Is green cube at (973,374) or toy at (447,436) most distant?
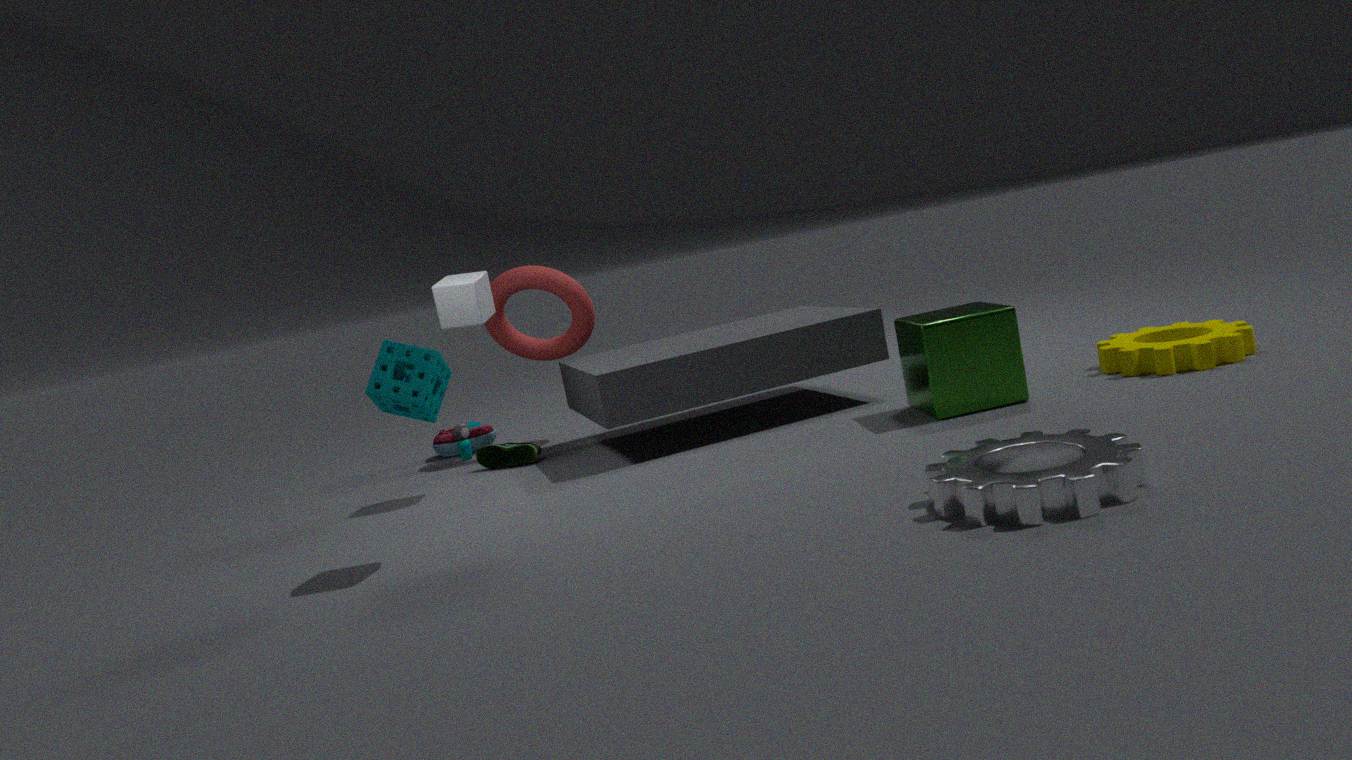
toy at (447,436)
